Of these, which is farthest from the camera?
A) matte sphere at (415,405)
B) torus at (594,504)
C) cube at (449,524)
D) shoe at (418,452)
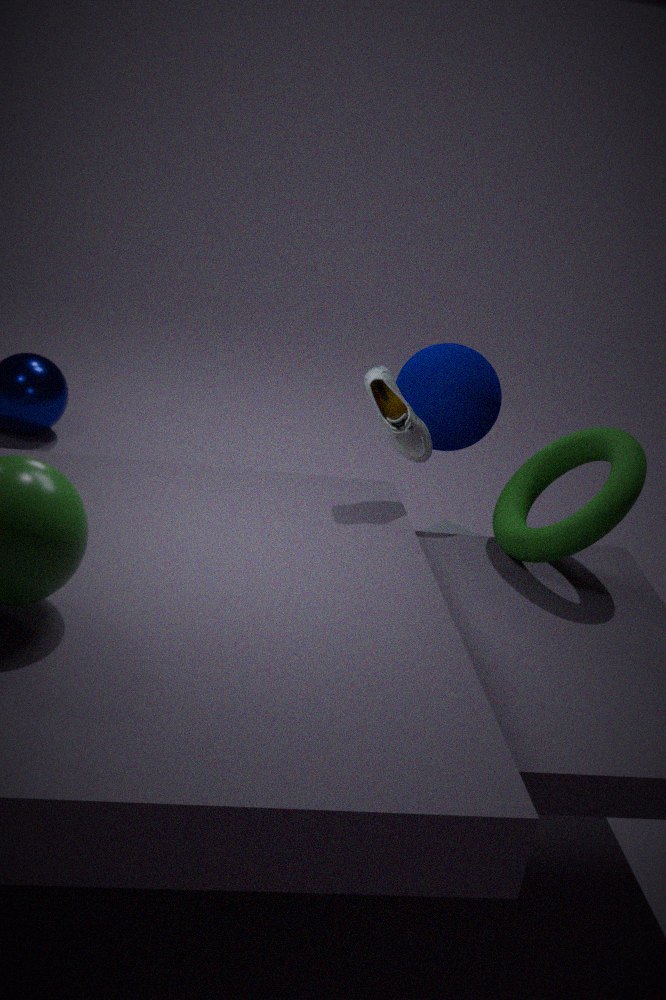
cube at (449,524)
